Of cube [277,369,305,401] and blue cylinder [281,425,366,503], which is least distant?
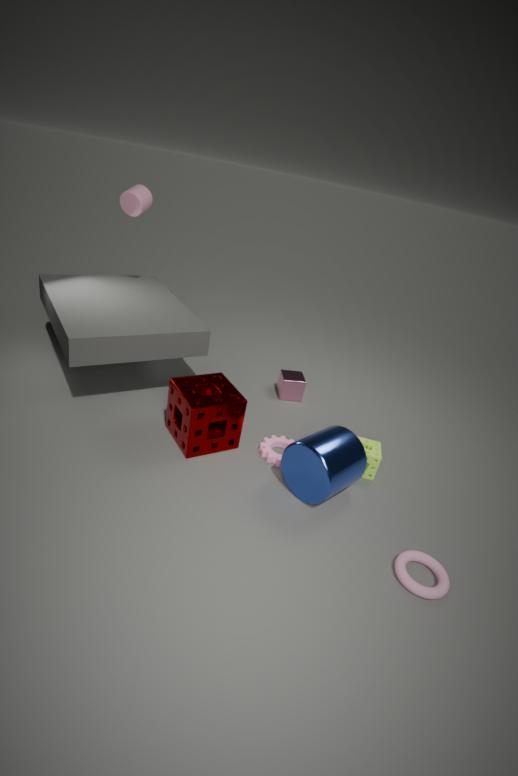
blue cylinder [281,425,366,503]
